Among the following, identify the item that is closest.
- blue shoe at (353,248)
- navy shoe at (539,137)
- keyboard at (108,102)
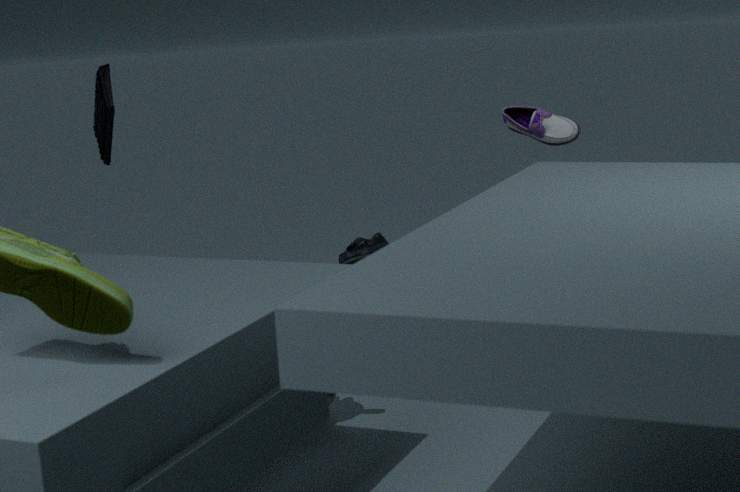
keyboard at (108,102)
